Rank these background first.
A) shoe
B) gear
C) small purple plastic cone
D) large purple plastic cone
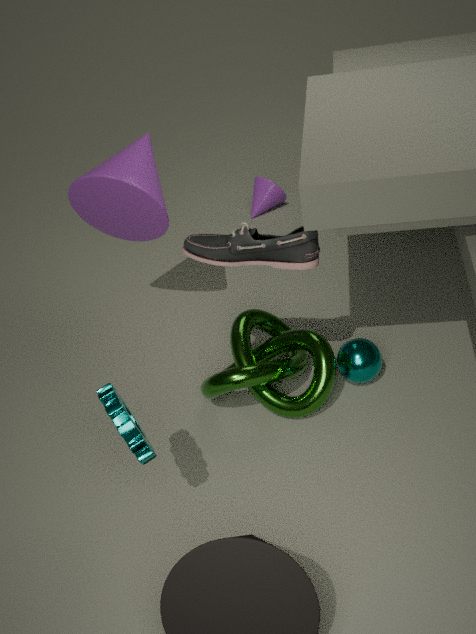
small purple plastic cone
large purple plastic cone
shoe
gear
